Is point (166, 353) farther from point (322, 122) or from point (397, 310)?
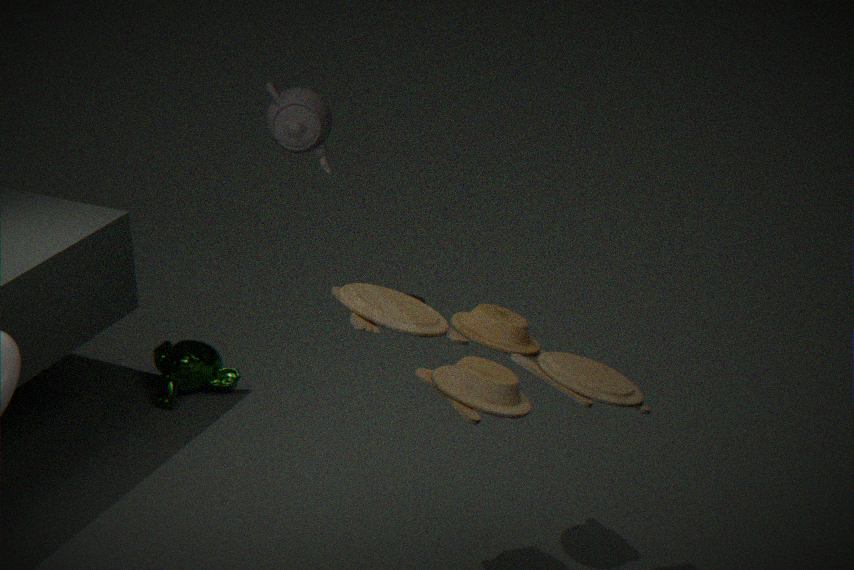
point (397, 310)
